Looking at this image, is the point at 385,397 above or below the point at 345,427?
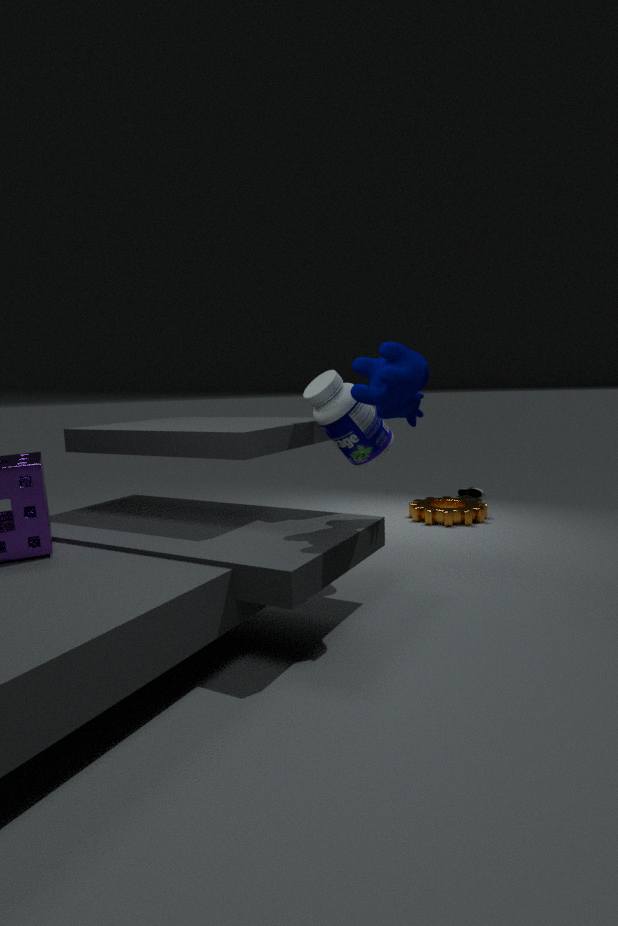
above
